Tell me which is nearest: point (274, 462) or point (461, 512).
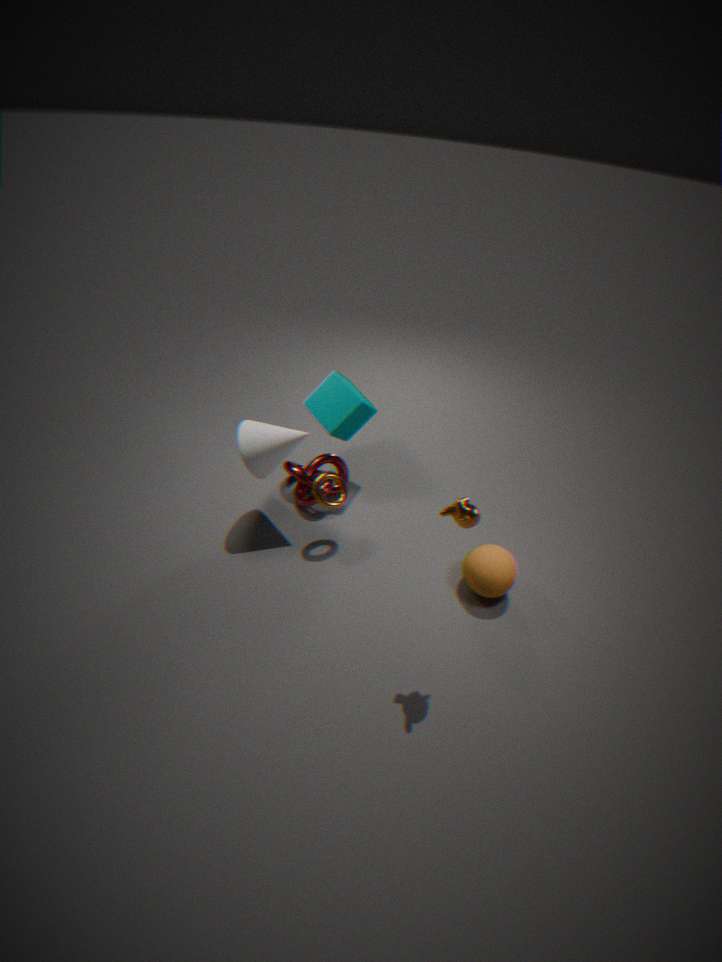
point (461, 512)
